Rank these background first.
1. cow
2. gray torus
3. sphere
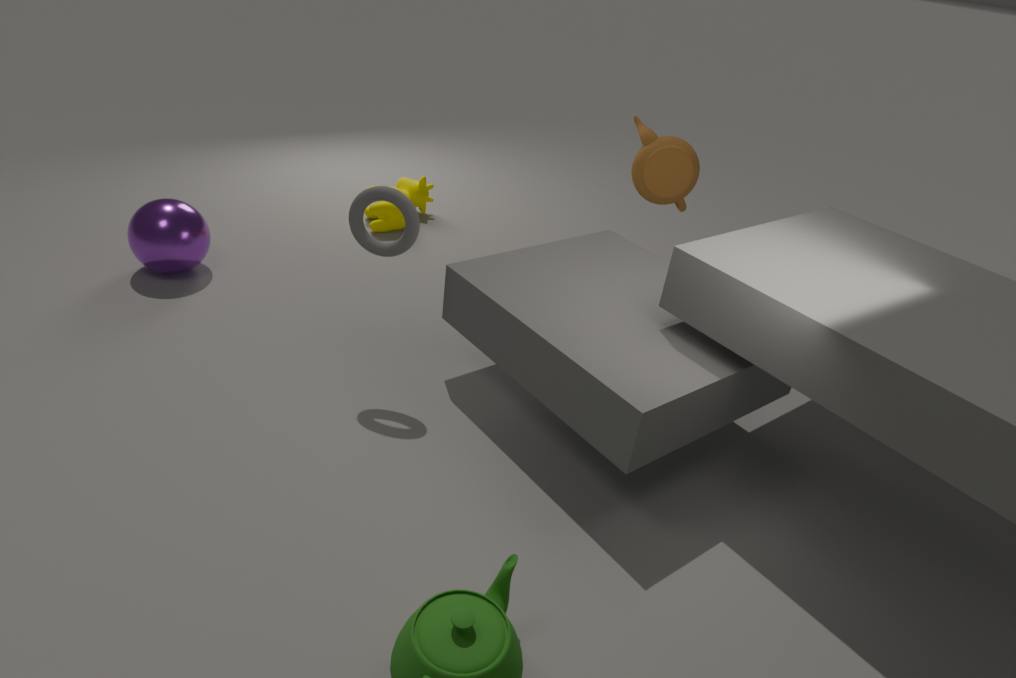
cow
sphere
gray torus
